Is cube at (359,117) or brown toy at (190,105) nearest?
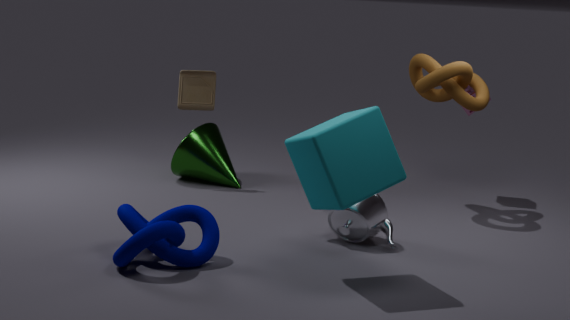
cube at (359,117)
